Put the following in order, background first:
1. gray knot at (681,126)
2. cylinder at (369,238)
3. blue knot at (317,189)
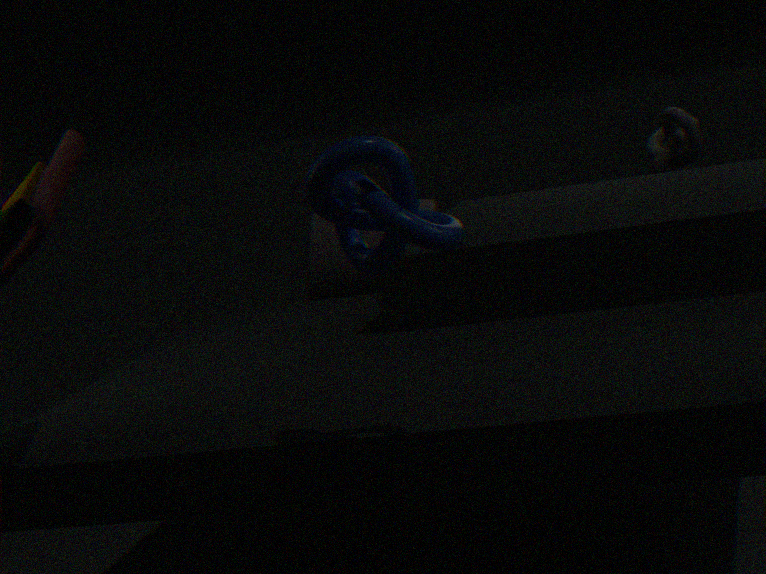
gray knot at (681,126)
cylinder at (369,238)
blue knot at (317,189)
